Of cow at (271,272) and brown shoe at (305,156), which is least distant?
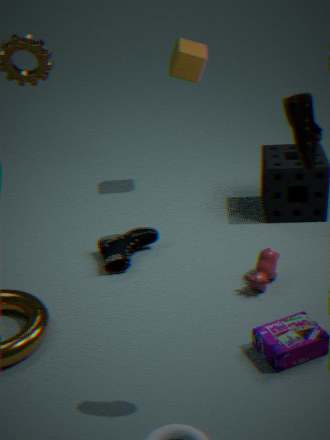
brown shoe at (305,156)
